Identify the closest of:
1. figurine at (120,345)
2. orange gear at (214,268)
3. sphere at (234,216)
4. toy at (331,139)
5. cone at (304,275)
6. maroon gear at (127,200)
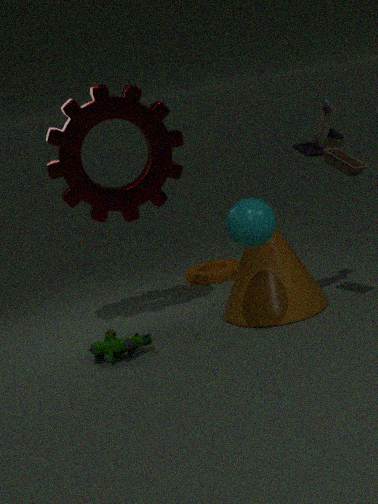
sphere at (234,216)
